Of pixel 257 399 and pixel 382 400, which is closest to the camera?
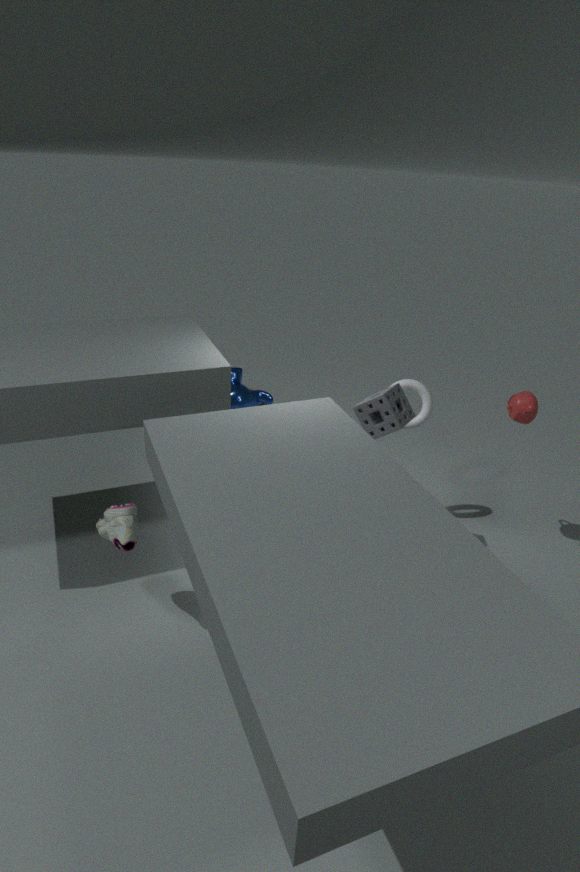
pixel 382 400
